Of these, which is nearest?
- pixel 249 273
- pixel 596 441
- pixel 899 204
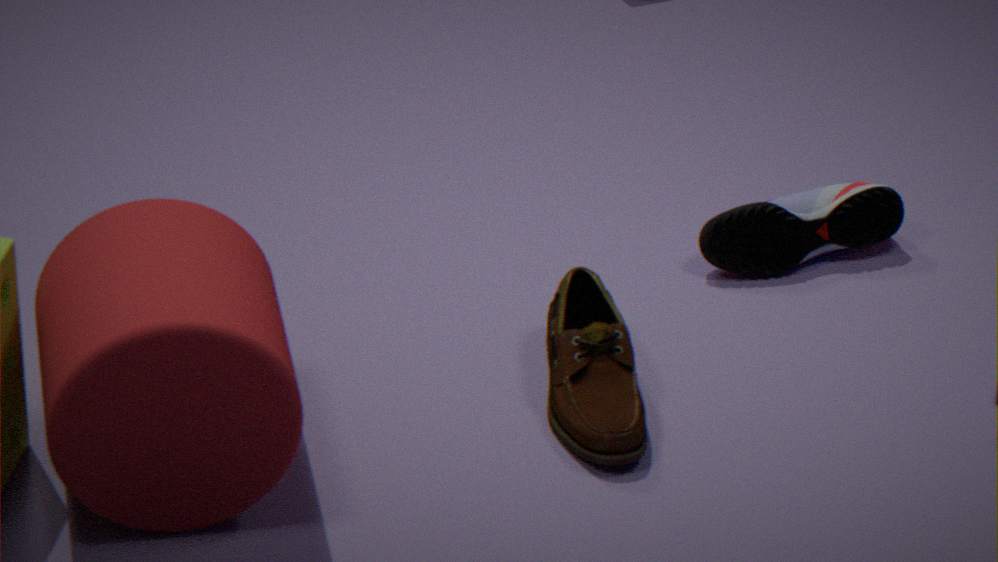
pixel 249 273
